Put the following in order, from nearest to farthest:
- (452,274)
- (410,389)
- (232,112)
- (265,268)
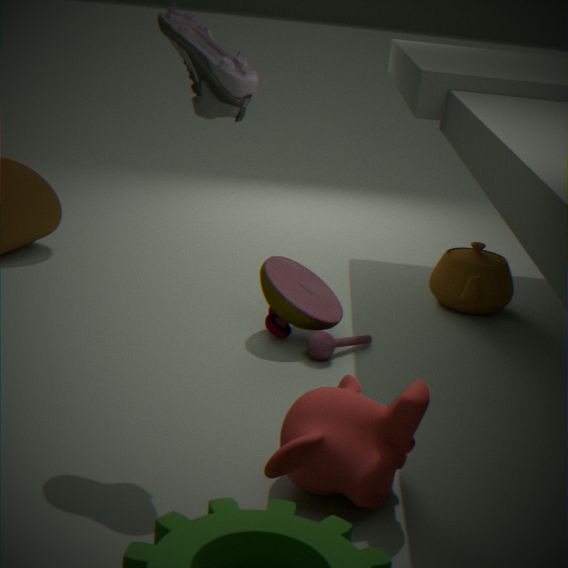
(410,389), (232,112), (265,268), (452,274)
